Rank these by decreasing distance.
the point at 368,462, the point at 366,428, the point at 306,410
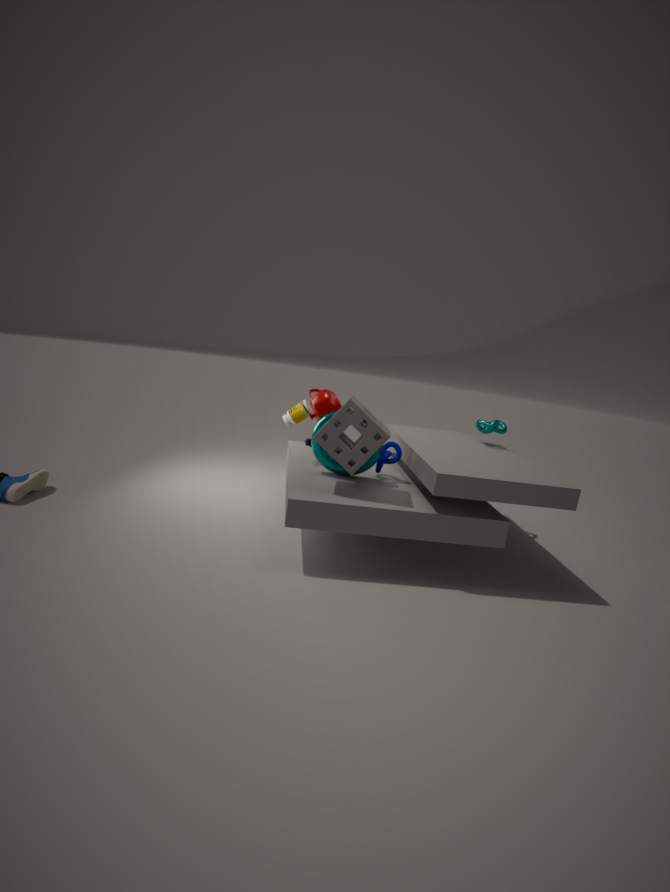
1. the point at 306,410
2. the point at 368,462
3. the point at 366,428
